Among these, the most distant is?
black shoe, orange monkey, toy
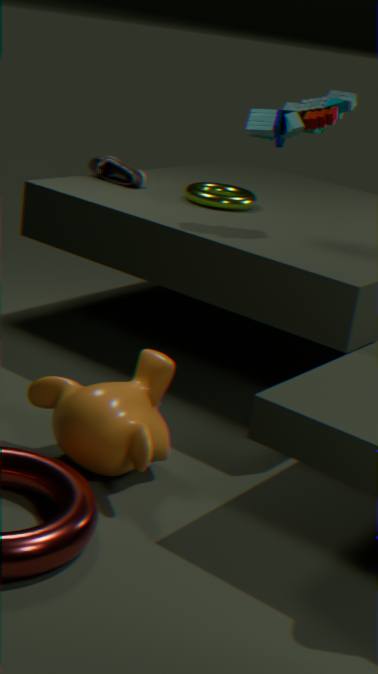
black shoe
